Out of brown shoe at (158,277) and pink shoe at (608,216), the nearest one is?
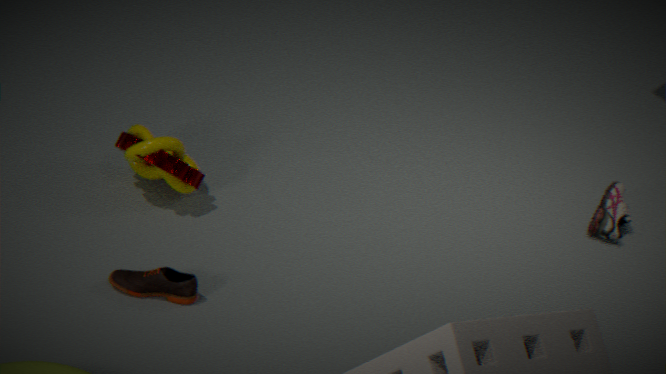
brown shoe at (158,277)
